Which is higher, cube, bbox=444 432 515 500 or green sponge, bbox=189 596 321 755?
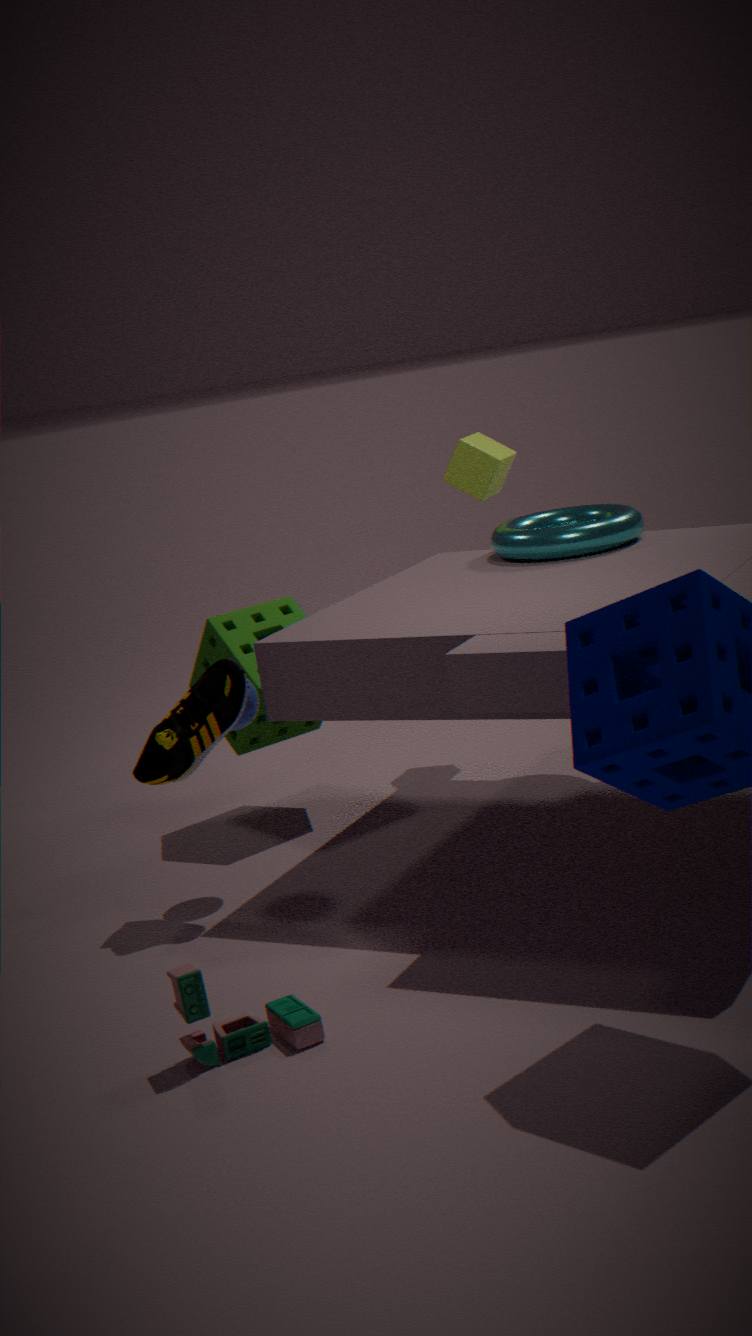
cube, bbox=444 432 515 500
